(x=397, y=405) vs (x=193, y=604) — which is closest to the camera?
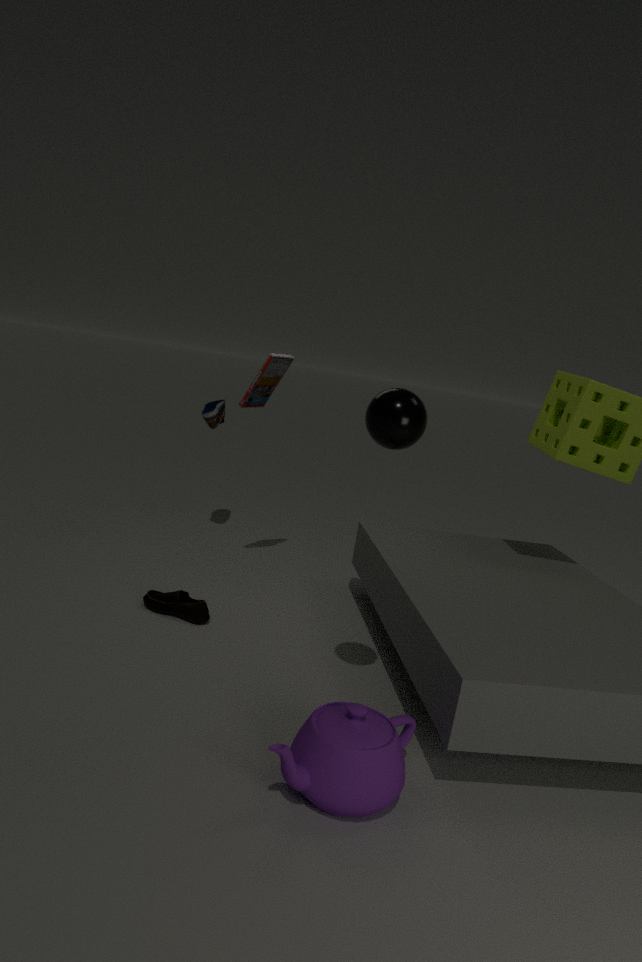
(x=397, y=405)
